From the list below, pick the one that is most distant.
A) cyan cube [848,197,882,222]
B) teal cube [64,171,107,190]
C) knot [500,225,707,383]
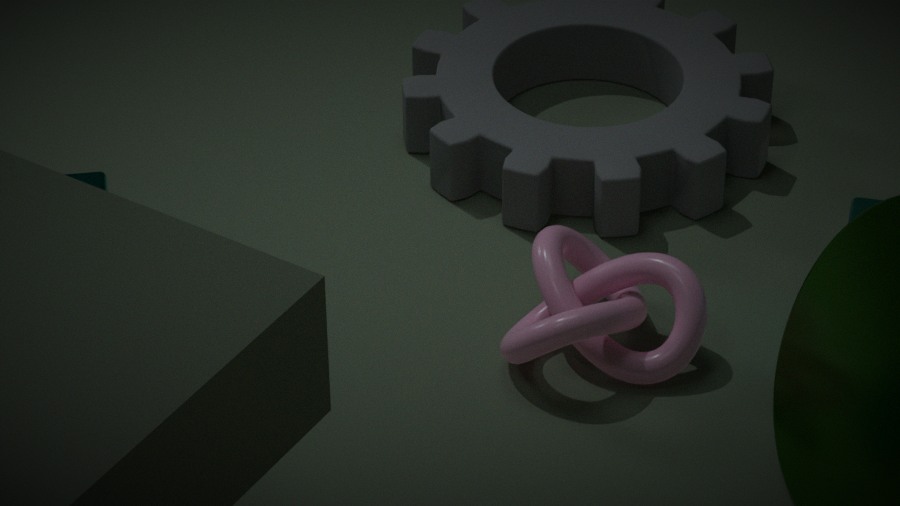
teal cube [64,171,107,190]
